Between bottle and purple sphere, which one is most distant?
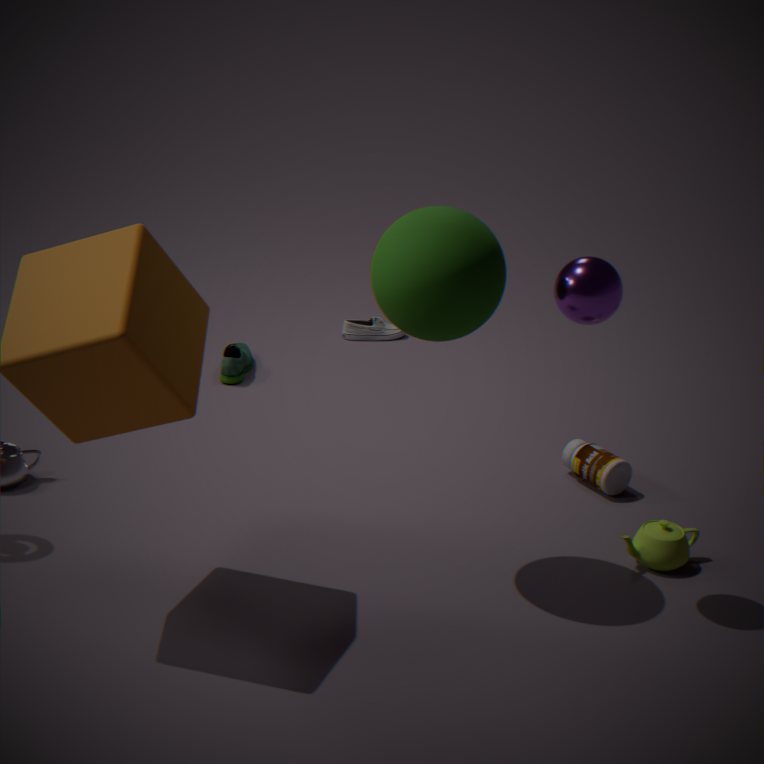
bottle
